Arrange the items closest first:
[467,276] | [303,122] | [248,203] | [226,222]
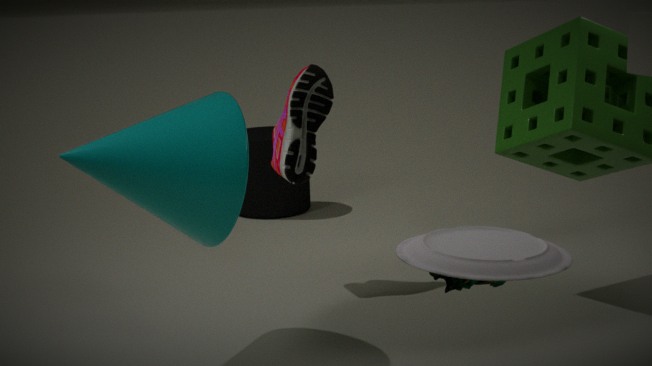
[467,276], [226,222], [303,122], [248,203]
